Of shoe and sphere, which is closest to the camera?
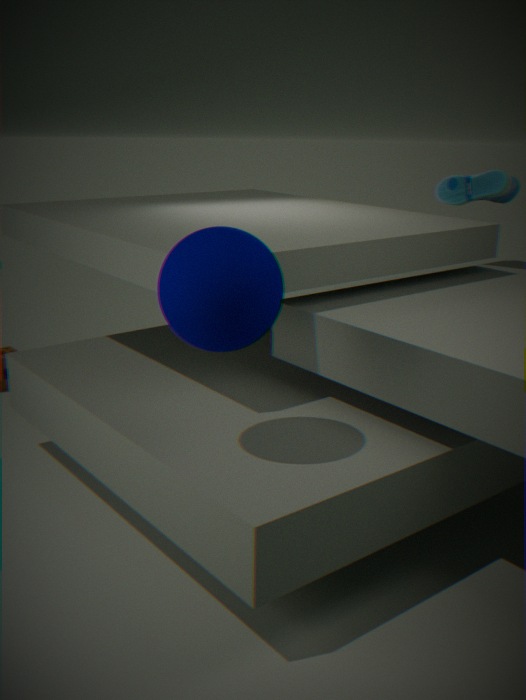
sphere
